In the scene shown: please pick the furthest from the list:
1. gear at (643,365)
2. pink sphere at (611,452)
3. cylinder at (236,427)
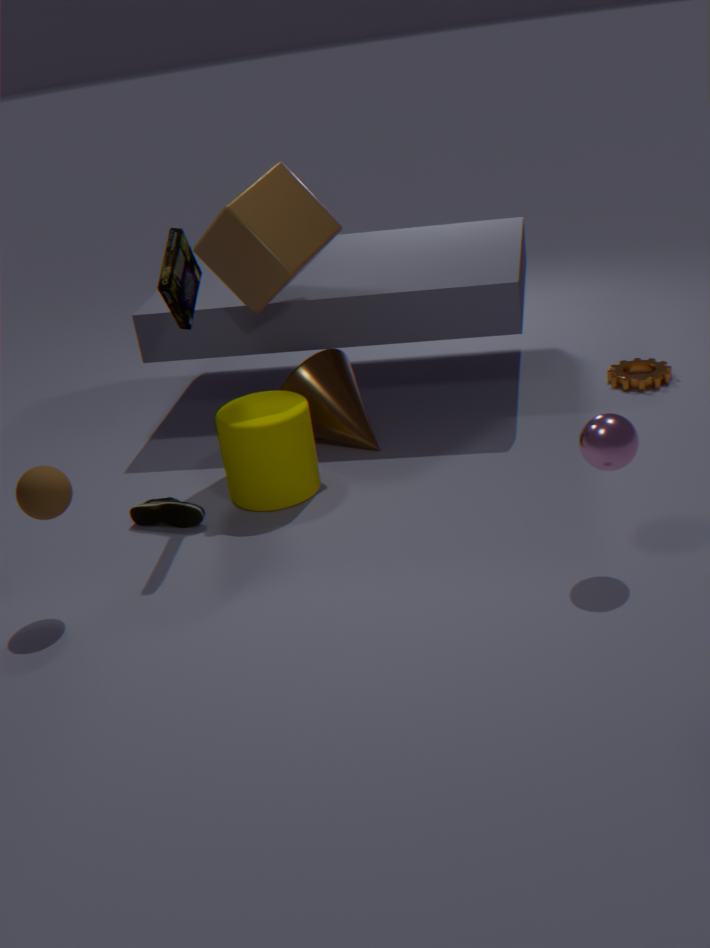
gear at (643,365)
